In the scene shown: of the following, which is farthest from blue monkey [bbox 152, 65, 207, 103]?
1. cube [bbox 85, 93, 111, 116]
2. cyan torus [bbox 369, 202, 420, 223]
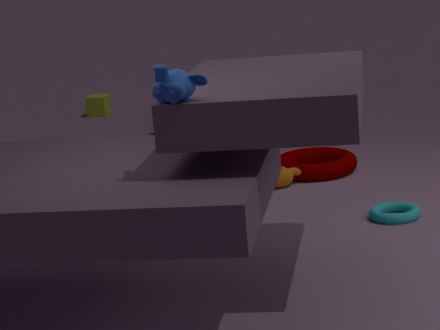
cube [bbox 85, 93, 111, 116]
